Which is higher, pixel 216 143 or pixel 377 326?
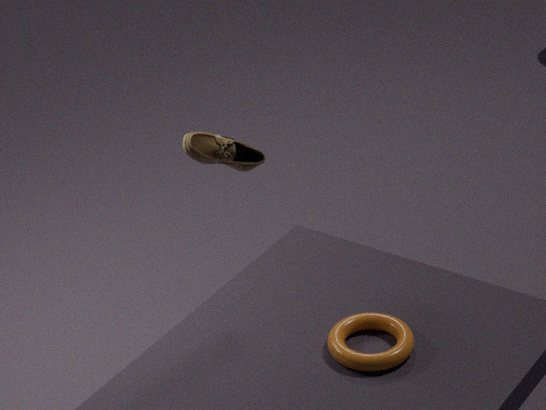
pixel 216 143
